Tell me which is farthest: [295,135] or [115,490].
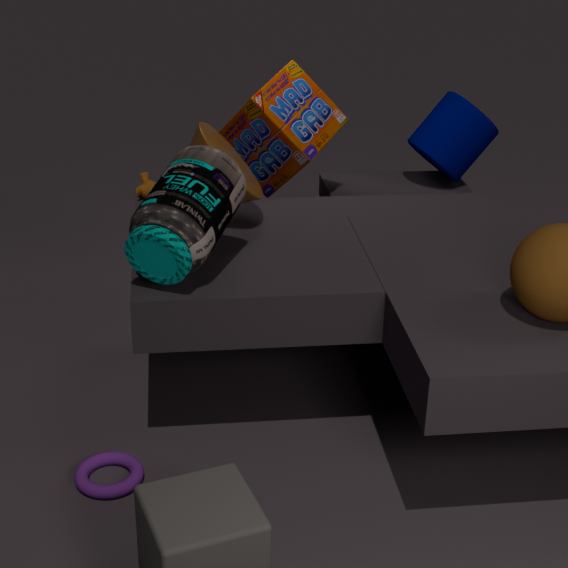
[295,135]
